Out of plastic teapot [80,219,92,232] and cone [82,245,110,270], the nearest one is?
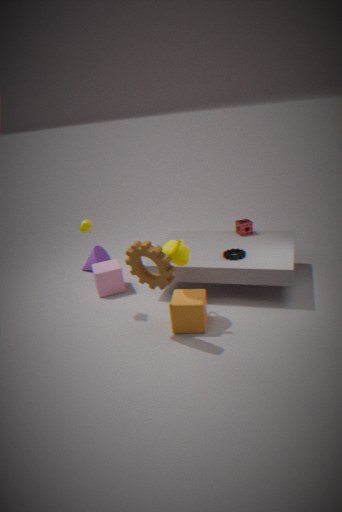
plastic teapot [80,219,92,232]
